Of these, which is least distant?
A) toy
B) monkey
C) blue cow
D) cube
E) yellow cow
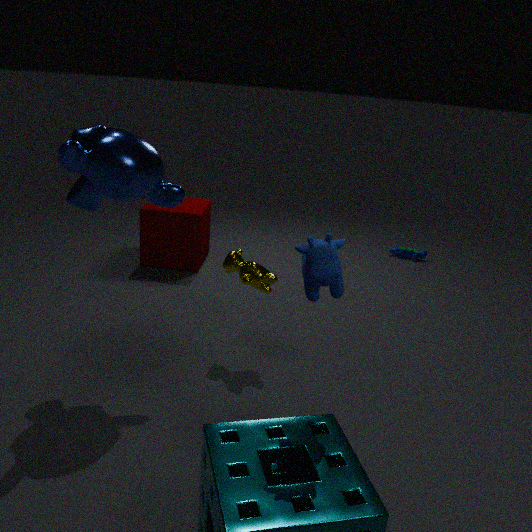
blue cow
